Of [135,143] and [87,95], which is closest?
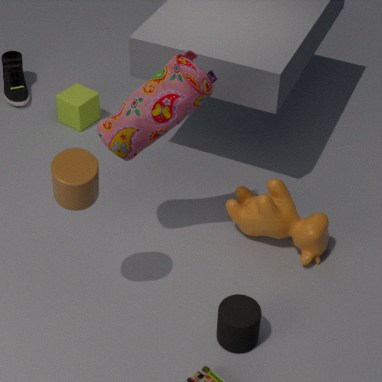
[135,143]
